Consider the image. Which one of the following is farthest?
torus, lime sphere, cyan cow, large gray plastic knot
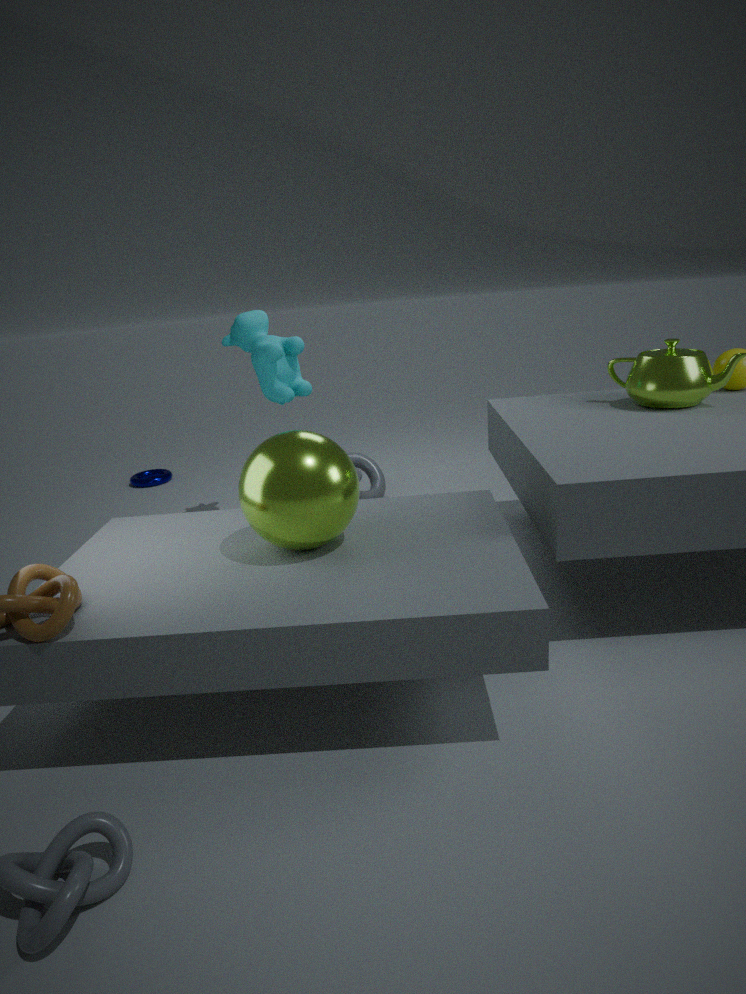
torus
